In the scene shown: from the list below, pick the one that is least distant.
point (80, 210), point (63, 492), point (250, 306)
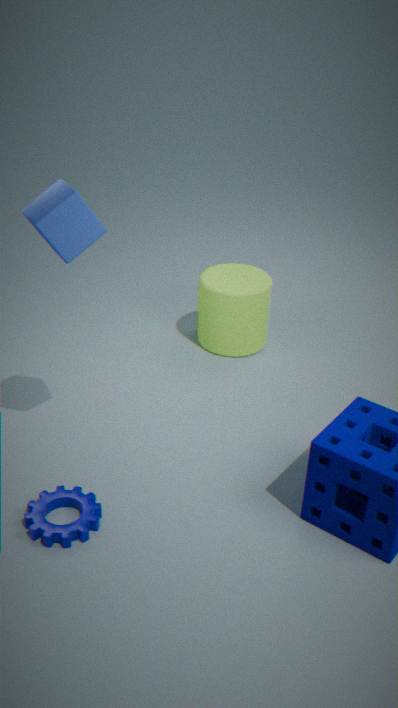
point (80, 210)
